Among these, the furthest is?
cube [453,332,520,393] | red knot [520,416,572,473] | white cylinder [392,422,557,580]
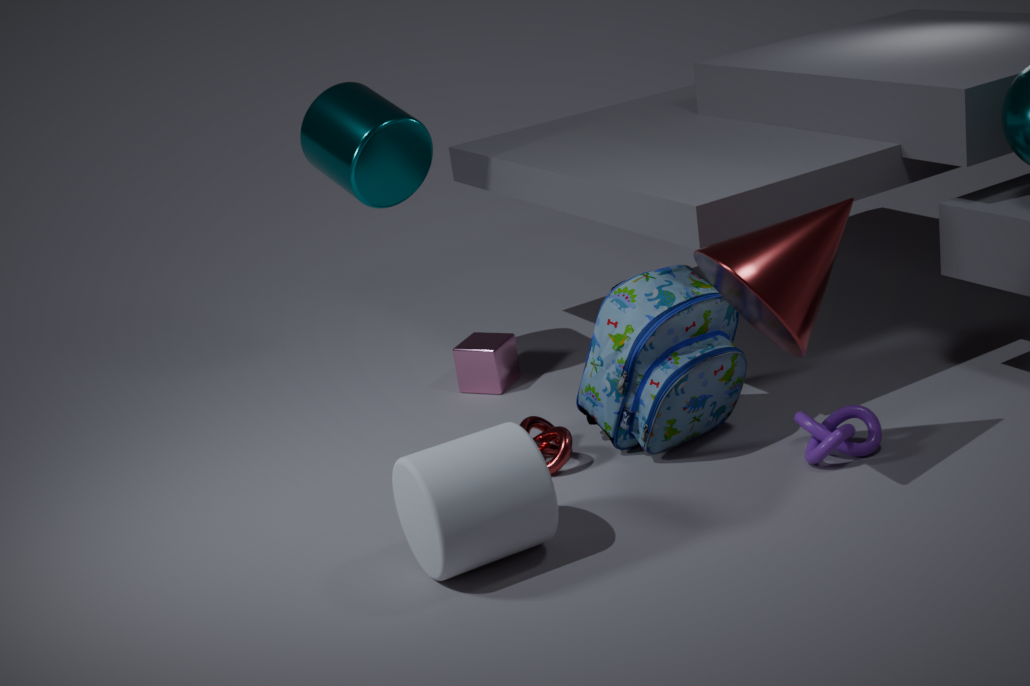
cube [453,332,520,393]
